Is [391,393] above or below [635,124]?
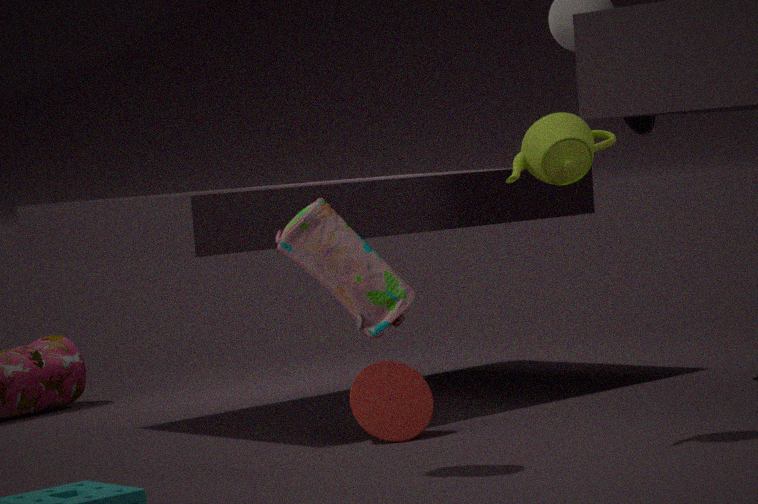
below
